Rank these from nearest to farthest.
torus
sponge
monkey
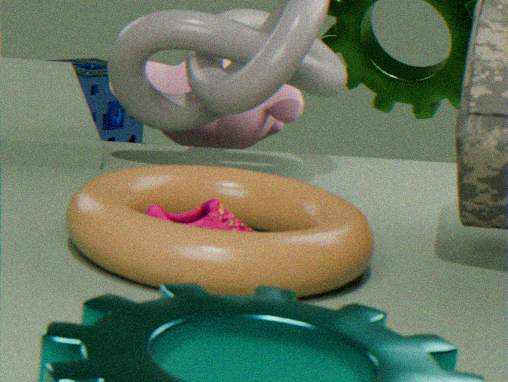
torus < monkey < sponge
